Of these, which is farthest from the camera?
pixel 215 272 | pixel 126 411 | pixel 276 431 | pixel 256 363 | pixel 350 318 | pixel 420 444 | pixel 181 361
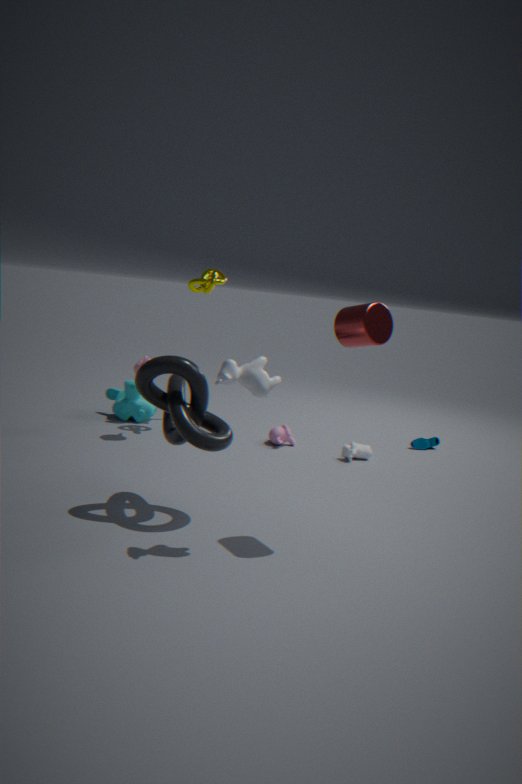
pixel 420 444
